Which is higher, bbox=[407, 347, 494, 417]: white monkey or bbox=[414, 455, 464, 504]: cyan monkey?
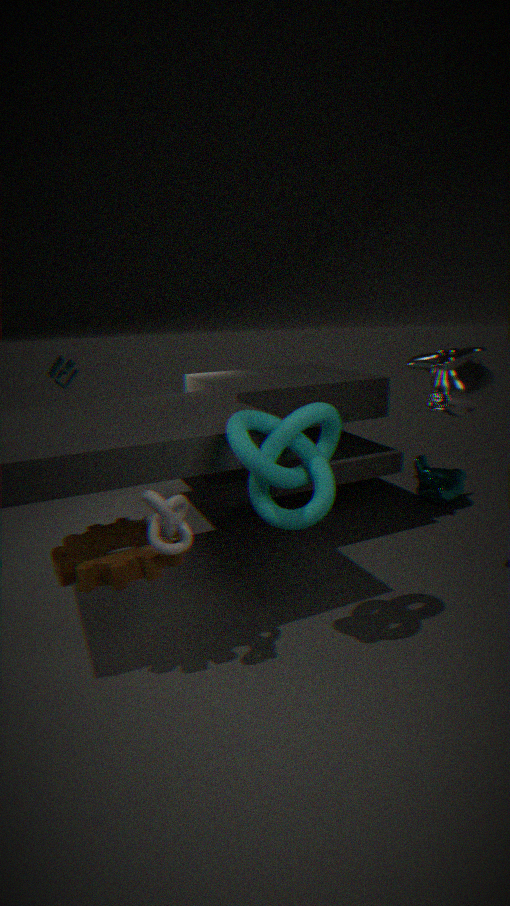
bbox=[407, 347, 494, 417]: white monkey
